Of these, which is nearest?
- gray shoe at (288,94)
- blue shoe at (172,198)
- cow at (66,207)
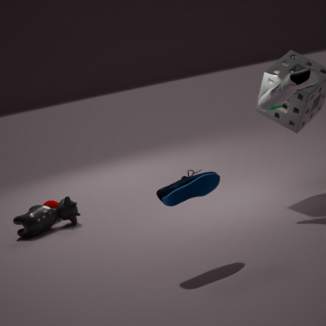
blue shoe at (172,198)
